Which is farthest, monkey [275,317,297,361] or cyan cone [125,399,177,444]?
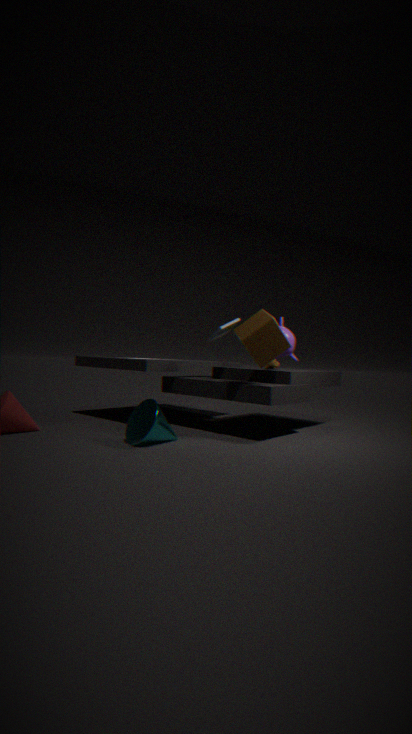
monkey [275,317,297,361]
